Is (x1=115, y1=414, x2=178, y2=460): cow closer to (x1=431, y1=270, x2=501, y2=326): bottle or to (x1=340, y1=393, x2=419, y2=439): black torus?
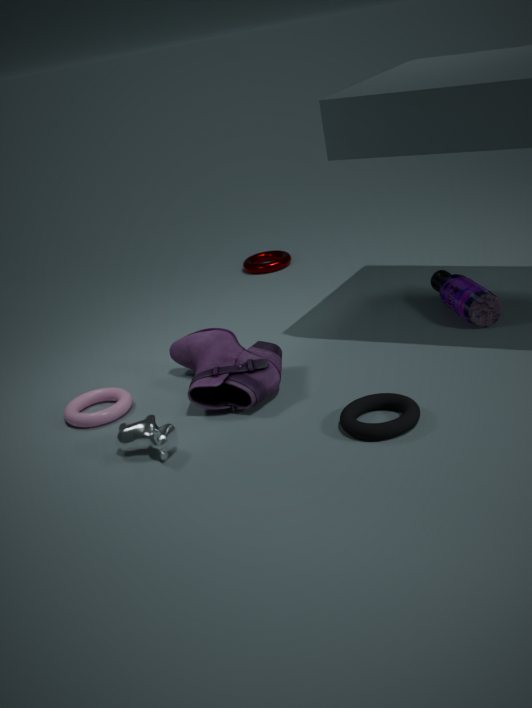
(x1=340, y1=393, x2=419, y2=439): black torus
